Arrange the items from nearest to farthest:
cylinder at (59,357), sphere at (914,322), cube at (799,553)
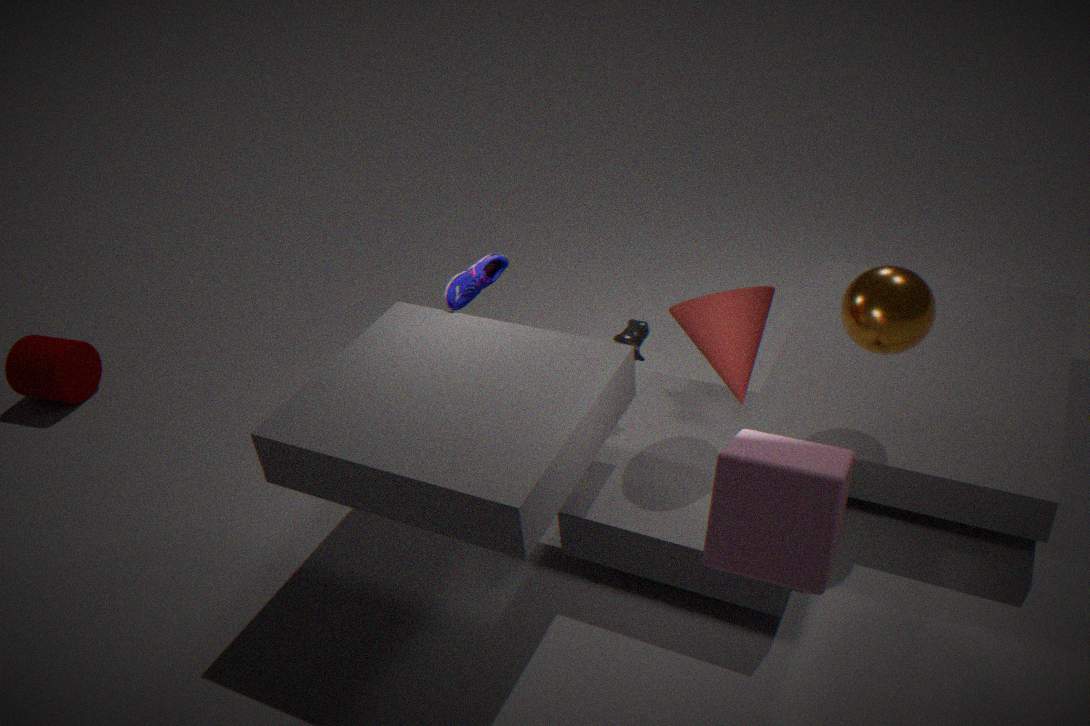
1. cube at (799,553)
2. sphere at (914,322)
3. cylinder at (59,357)
